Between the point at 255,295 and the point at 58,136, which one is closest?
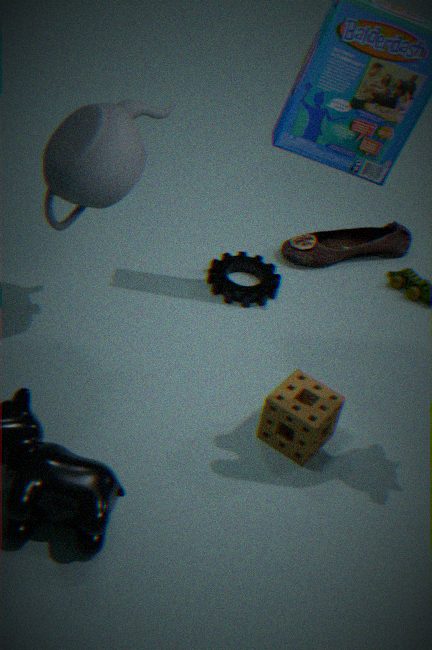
the point at 58,136
